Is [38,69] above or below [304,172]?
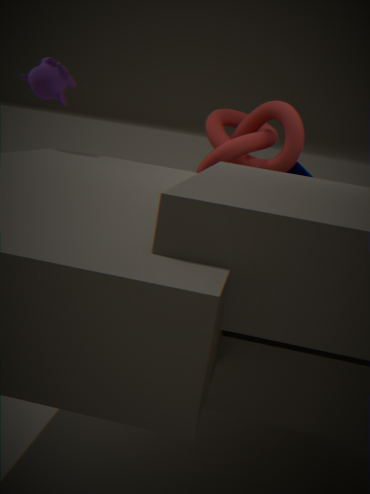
above
